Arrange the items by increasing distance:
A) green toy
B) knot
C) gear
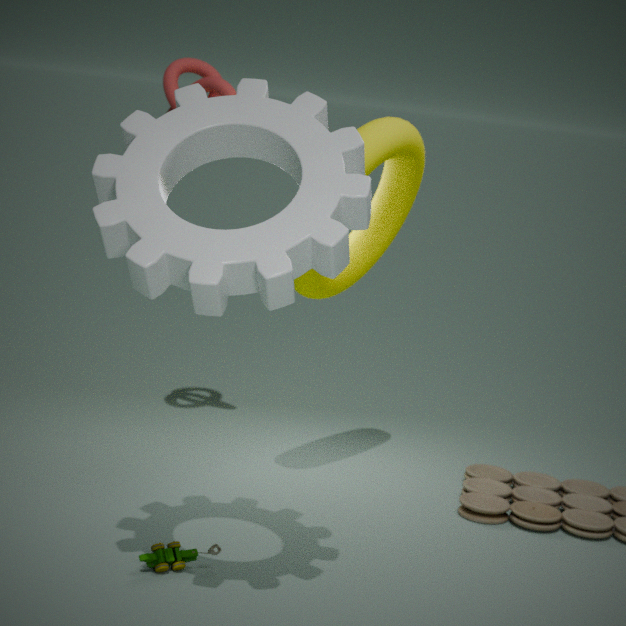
gear → green toy → knot
